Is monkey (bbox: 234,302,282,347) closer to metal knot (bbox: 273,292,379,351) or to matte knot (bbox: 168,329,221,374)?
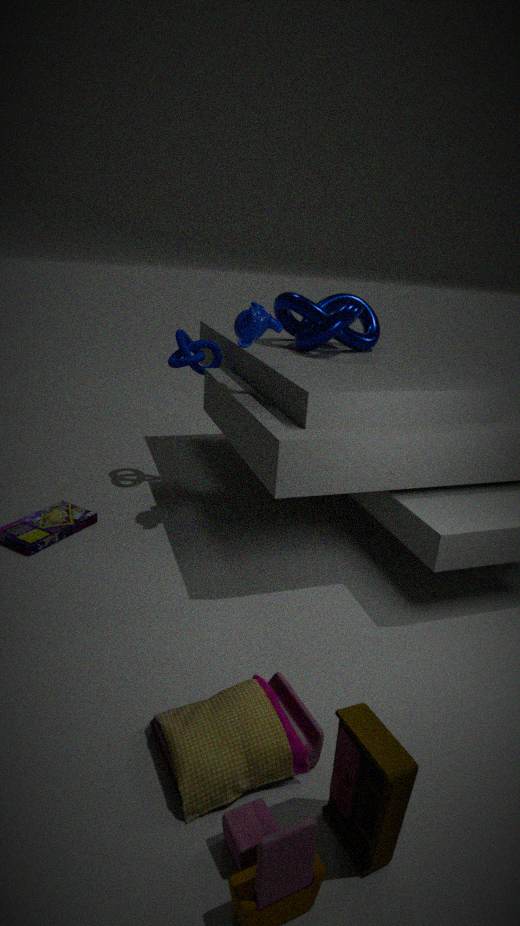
metal knot (bbox: 273,292,379,351)
